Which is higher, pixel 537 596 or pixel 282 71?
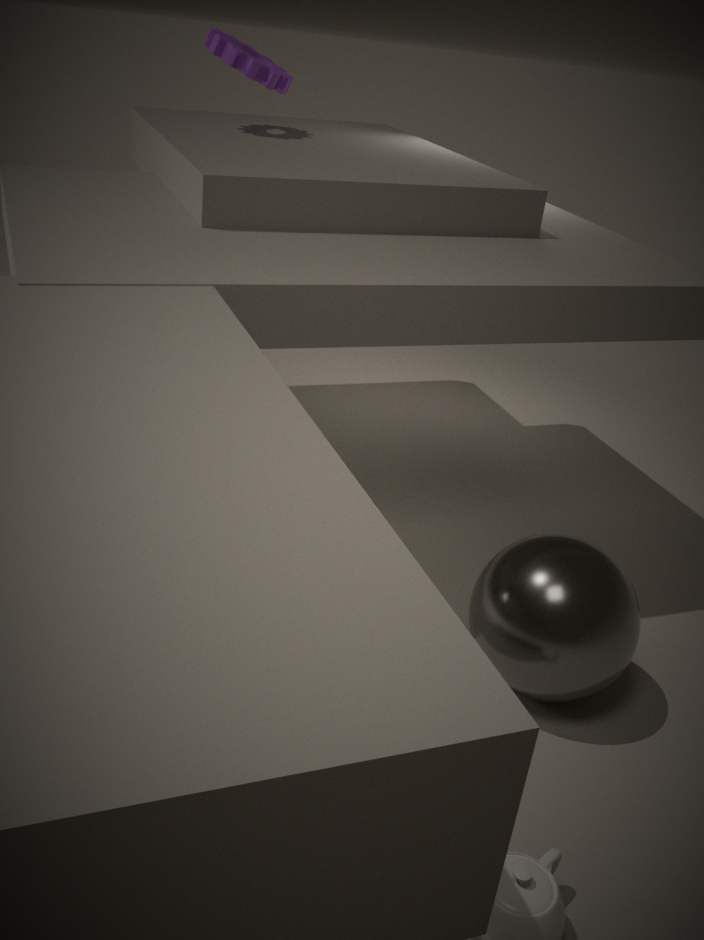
pixel 282 71
